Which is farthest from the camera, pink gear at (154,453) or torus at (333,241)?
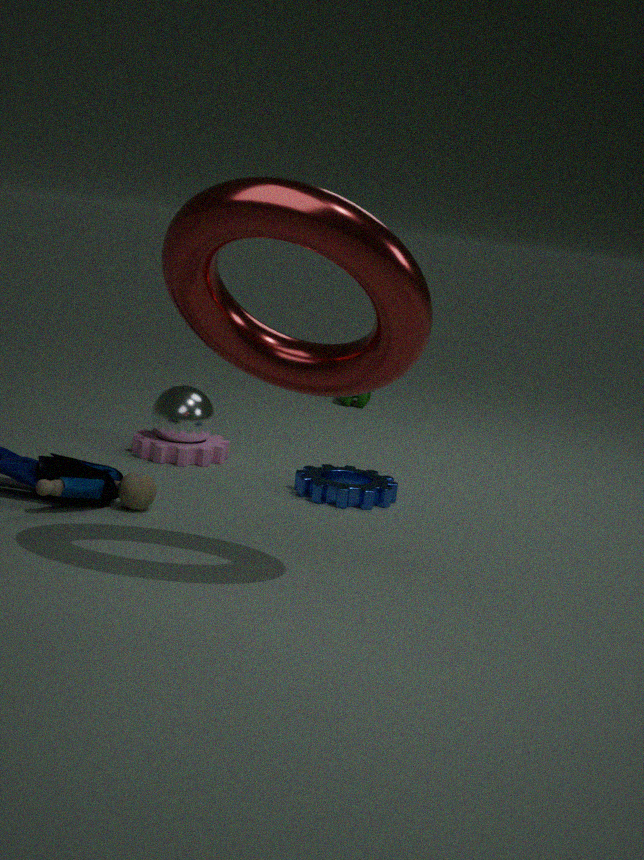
pink gear at (154,453)
